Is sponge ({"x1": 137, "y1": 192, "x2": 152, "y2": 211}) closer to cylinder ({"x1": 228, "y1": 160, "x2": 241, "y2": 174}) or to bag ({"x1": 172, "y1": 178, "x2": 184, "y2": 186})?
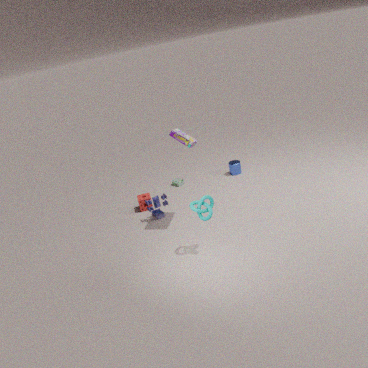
bag ({"x1": 172, "y1": 178, "x2": 184, "y2": 186})
